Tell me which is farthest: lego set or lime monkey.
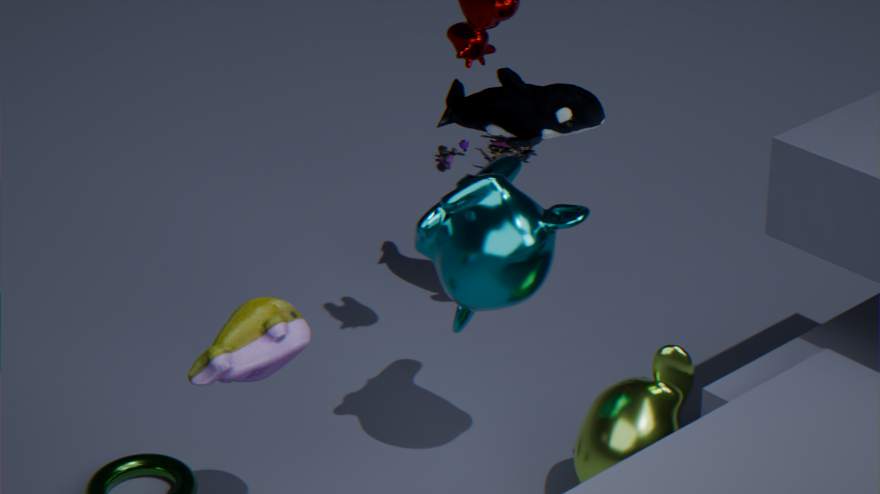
lego set
